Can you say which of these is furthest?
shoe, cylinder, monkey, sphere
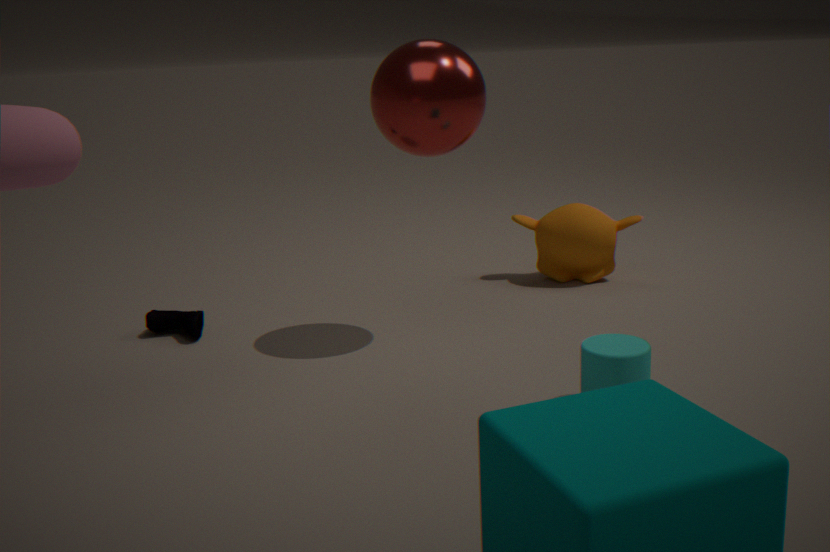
monkey
